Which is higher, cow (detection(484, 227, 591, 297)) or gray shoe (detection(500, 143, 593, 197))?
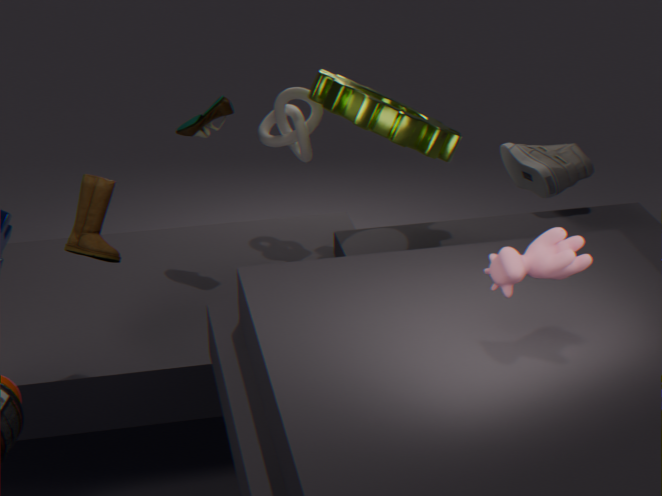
cow (detection(484, 227, 591, 297))
